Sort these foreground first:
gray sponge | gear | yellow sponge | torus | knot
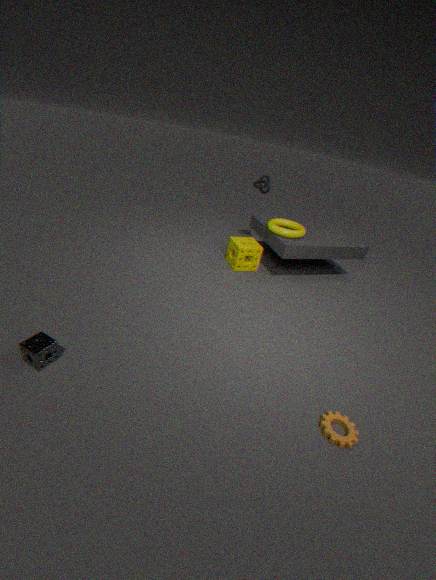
gear
gray sponge
torus
yellow sponge
knot
